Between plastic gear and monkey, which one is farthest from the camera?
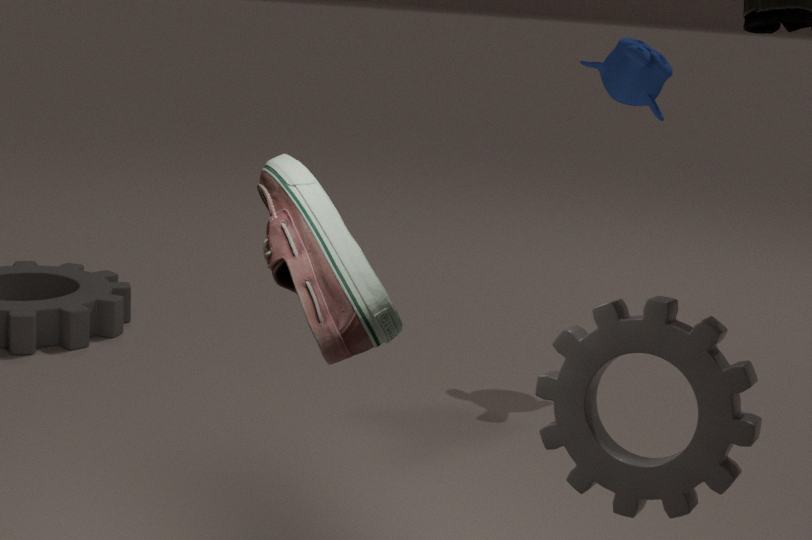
monkey
